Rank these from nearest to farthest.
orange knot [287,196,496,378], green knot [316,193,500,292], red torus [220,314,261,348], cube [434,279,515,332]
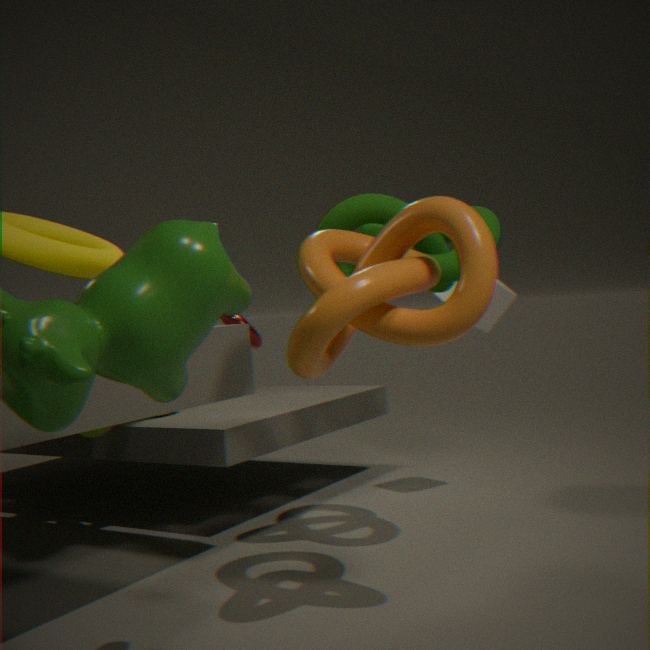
1. orange knot [287,196,496,378]
2. green knot [316,193,500,292]
3. cube [434,279,515,332]
4. red torus [220,314,261,348]
